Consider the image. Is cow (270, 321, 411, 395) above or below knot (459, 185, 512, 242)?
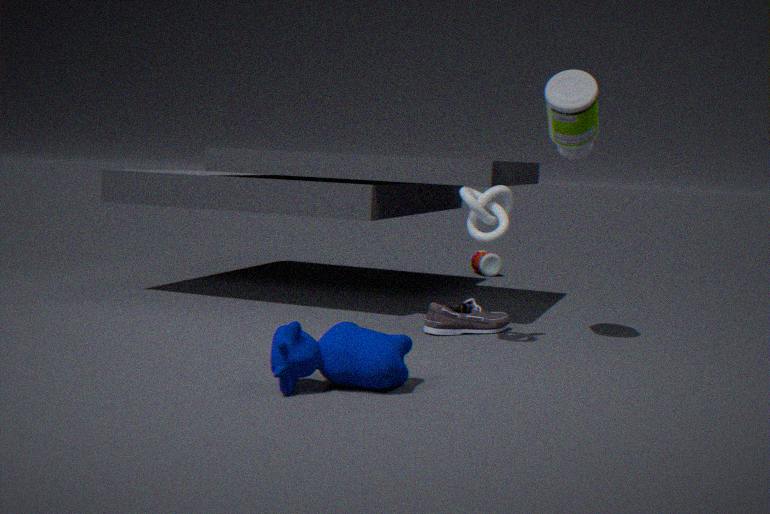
below
